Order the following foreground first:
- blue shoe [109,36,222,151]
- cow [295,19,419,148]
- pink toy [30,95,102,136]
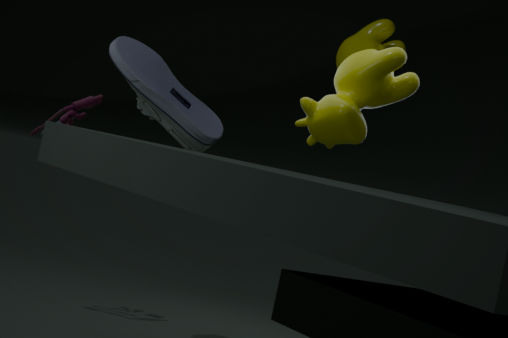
blue shoe [109,36,222,151]
pink toy [30,95,102,136]
cow [295,19,419,148]
